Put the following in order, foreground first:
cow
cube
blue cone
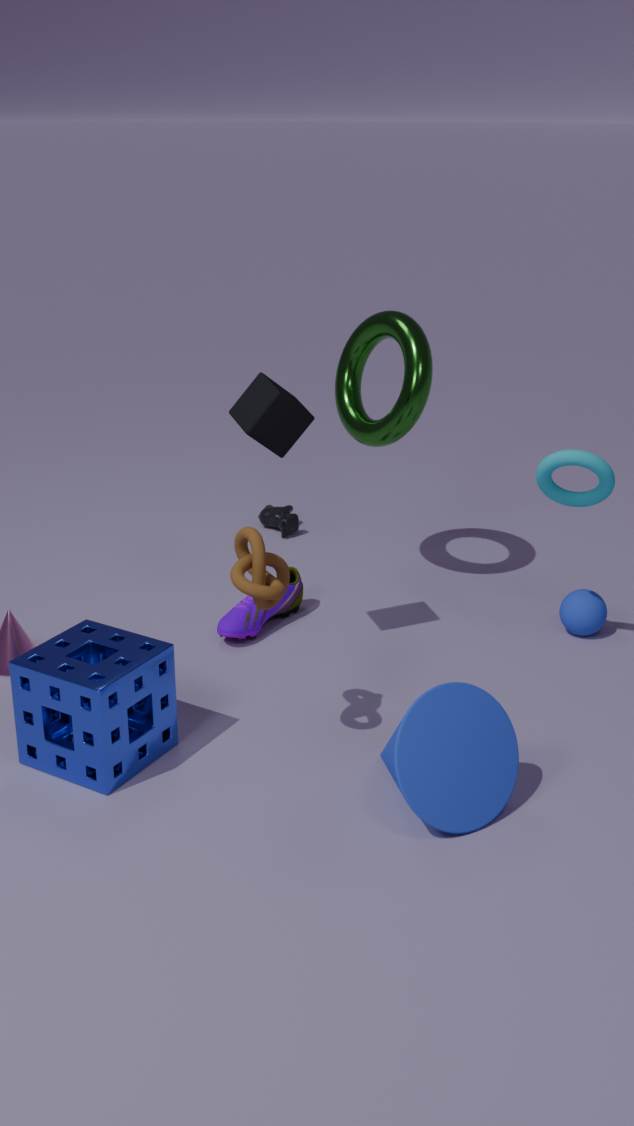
blue cone → cube → cow
